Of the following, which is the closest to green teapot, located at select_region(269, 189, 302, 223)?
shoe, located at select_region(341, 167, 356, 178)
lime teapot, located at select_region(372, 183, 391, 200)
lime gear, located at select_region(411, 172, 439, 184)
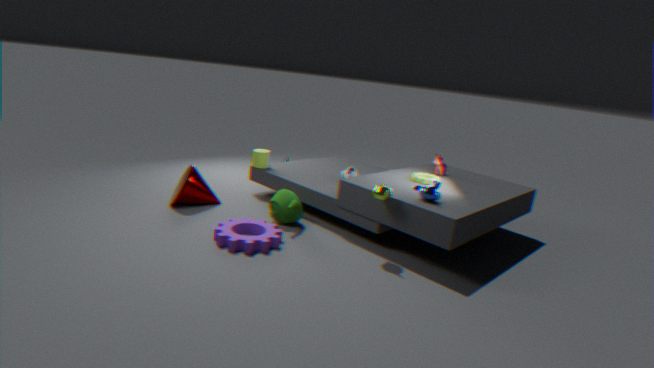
shoe, located at select_region(341, 167, 356, 178)
